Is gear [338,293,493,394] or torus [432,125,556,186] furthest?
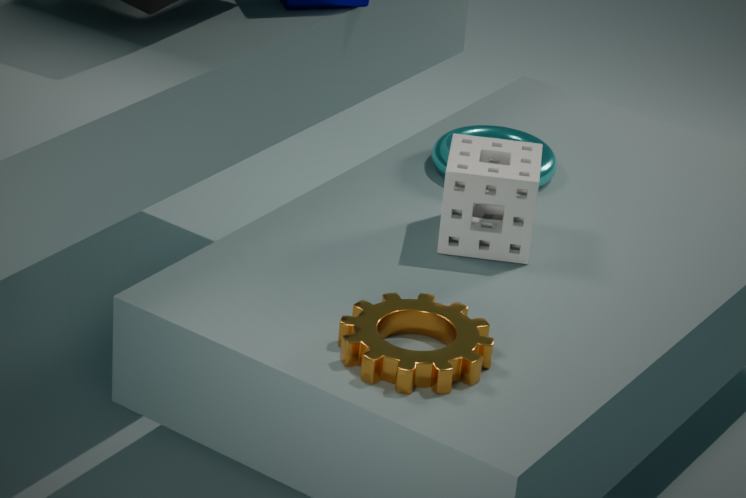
torus [432,125,556,186]
